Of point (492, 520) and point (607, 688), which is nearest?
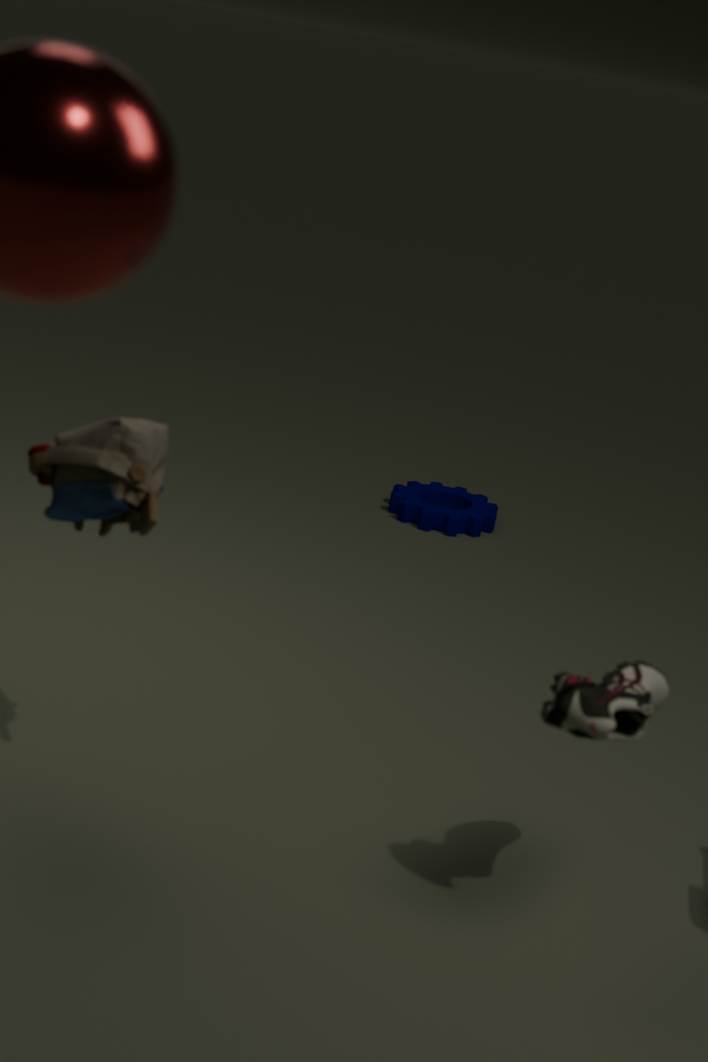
point (607, 688)
